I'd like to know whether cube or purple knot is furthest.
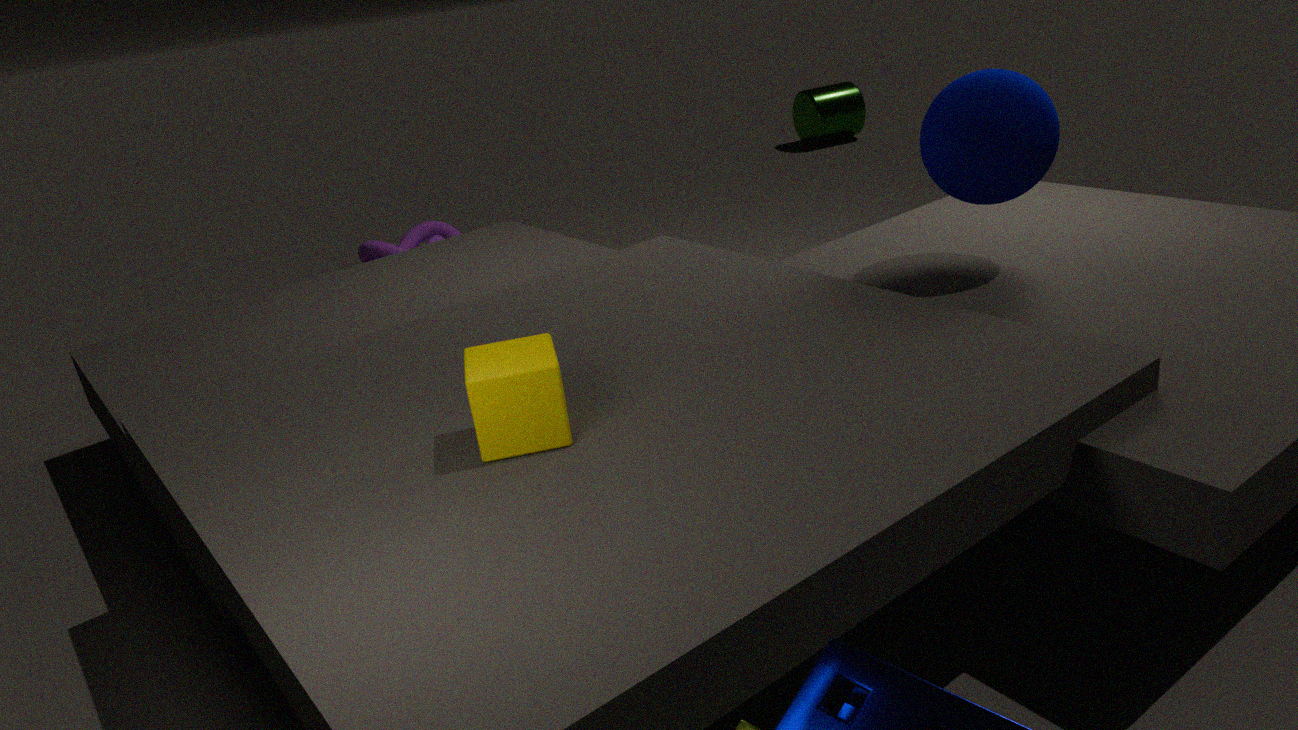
purple knot
